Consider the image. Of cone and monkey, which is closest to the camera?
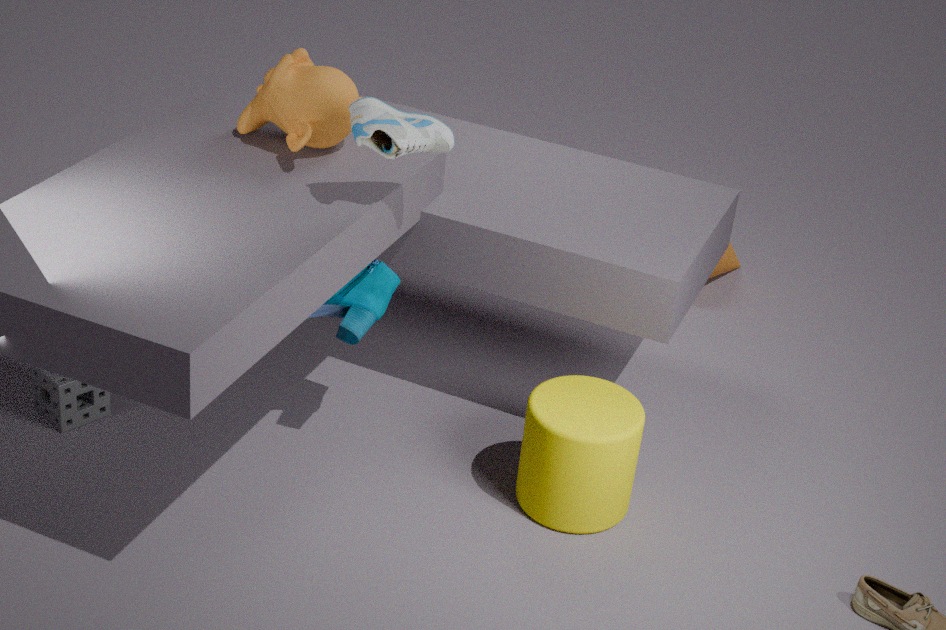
monkey
